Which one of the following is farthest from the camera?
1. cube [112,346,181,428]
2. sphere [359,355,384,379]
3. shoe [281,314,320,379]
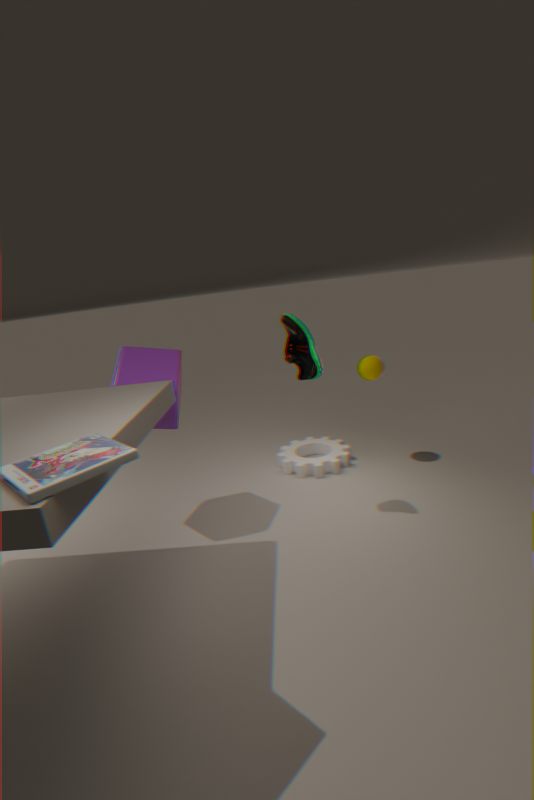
sphere [359,355,384,379]
